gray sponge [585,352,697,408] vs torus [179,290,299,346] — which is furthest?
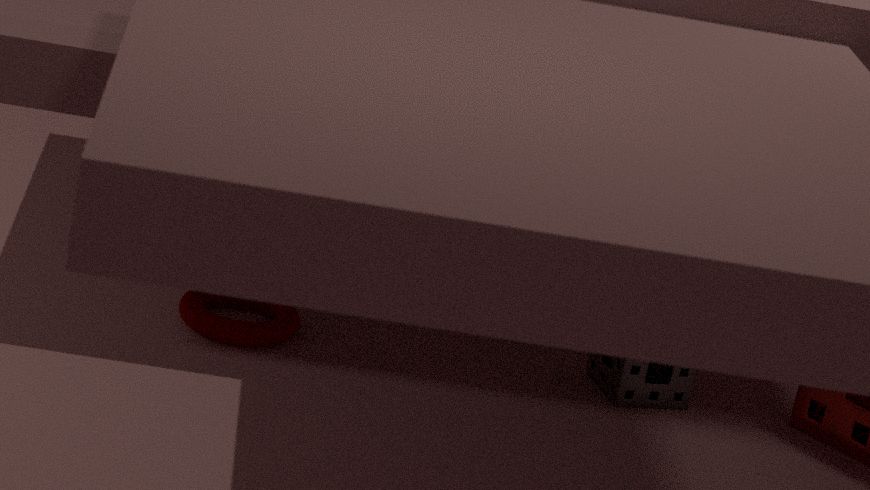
gray sponge [585,352,697,408]
